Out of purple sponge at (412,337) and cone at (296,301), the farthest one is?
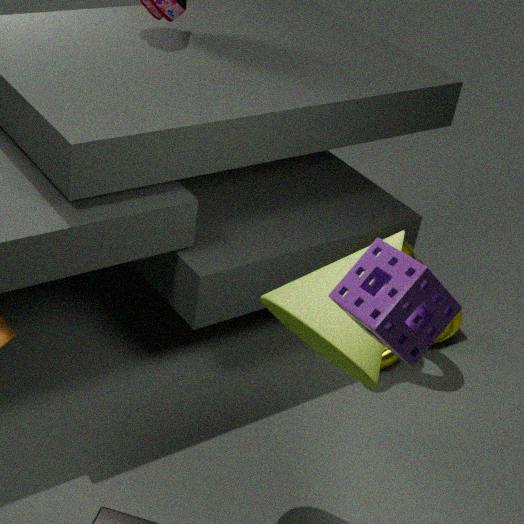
cone at (296,301)
